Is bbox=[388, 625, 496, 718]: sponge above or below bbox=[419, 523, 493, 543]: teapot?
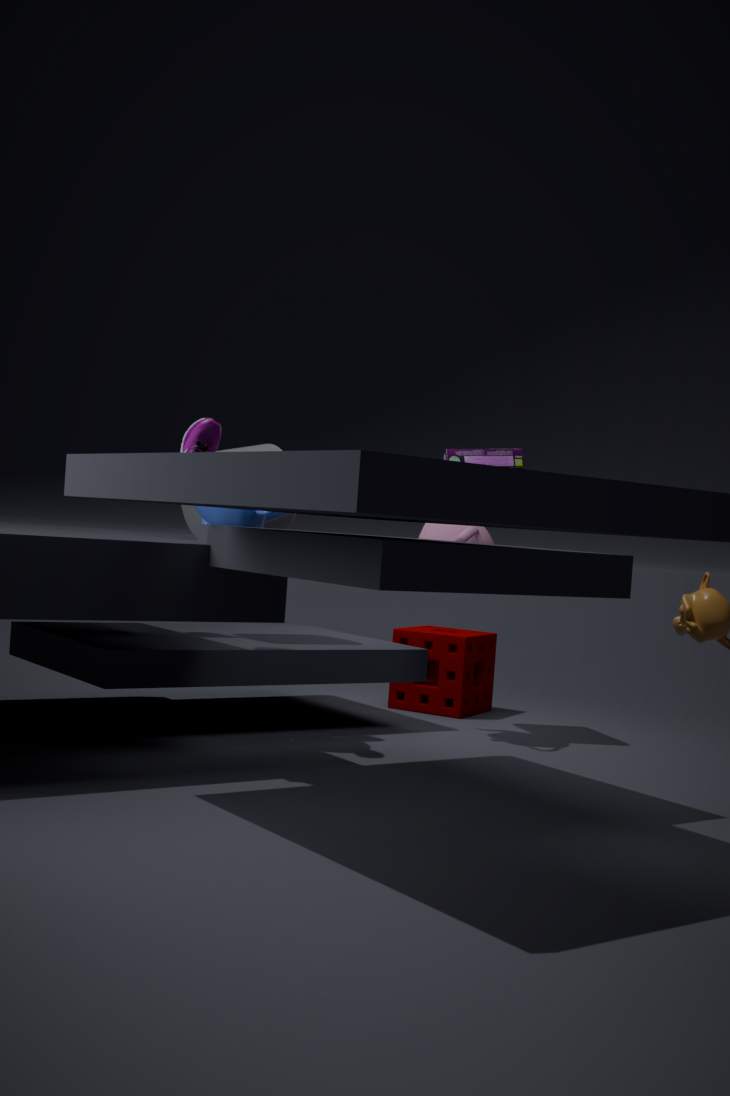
below
